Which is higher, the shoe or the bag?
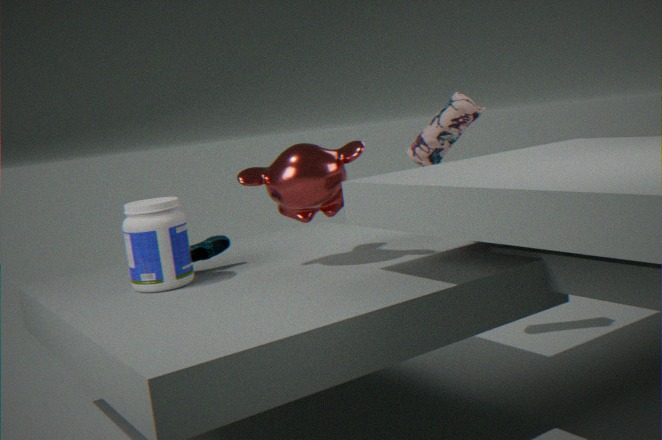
the bag
